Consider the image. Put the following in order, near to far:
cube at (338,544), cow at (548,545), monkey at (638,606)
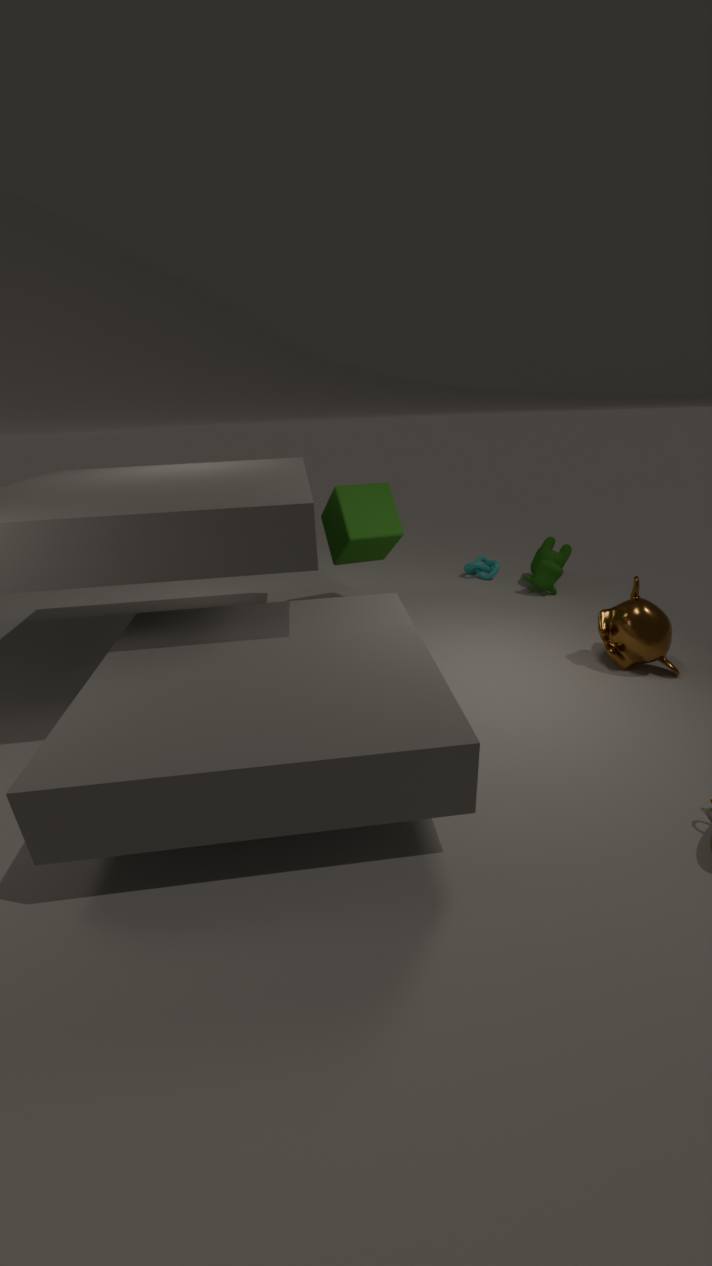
1. monkey at (638,606)
2. cube at (338,544)
3. cow at (548,545)
